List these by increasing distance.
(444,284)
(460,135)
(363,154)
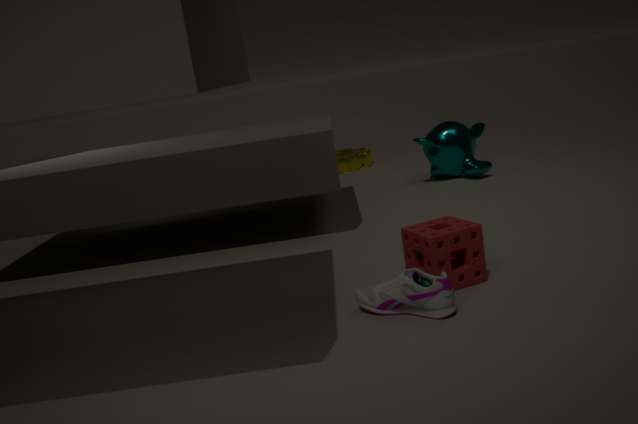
(444,284) < (460,135) < (363,154)
